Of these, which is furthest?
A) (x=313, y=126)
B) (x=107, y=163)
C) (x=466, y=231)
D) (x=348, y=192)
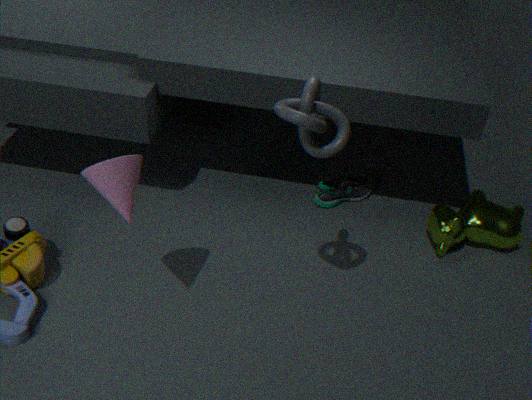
(x=348, y=192)
